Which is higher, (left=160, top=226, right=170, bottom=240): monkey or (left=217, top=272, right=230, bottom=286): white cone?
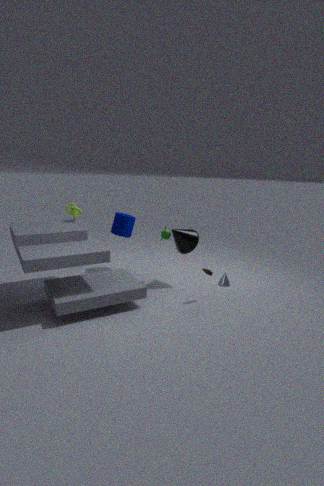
(left=160, top=226, right=170, bottom=240): monkey
